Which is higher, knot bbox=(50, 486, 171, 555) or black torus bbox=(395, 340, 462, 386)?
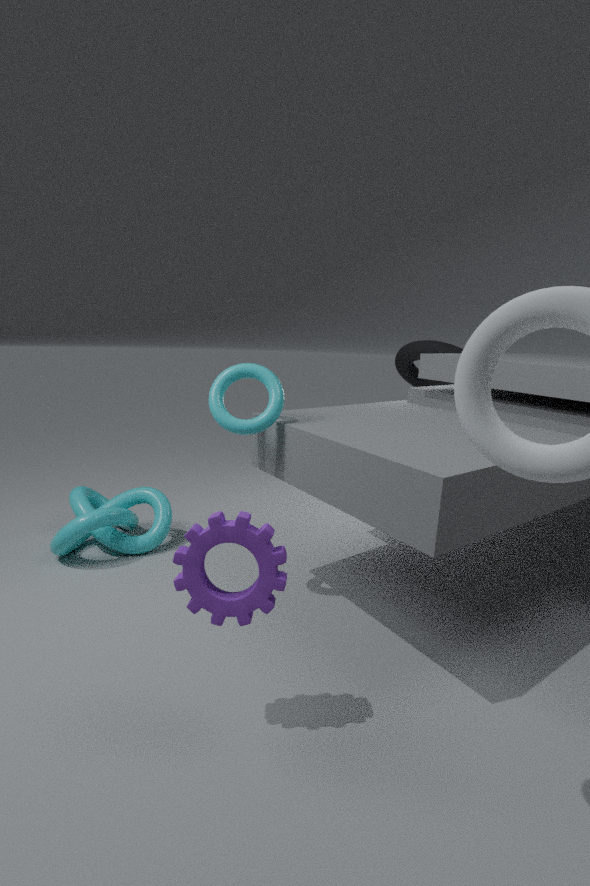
black torus bbox=(395, 340, 462, 386)
